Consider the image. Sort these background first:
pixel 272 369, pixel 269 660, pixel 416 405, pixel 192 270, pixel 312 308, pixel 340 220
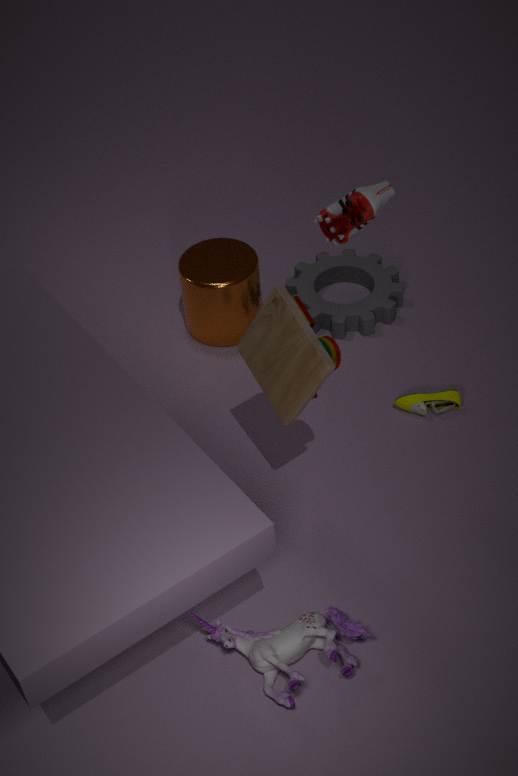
pixel 312 308 < pixel 192 270 < pixel 416 405 < pixel 272 369 < pixel 340 220 < pixel 269 660
